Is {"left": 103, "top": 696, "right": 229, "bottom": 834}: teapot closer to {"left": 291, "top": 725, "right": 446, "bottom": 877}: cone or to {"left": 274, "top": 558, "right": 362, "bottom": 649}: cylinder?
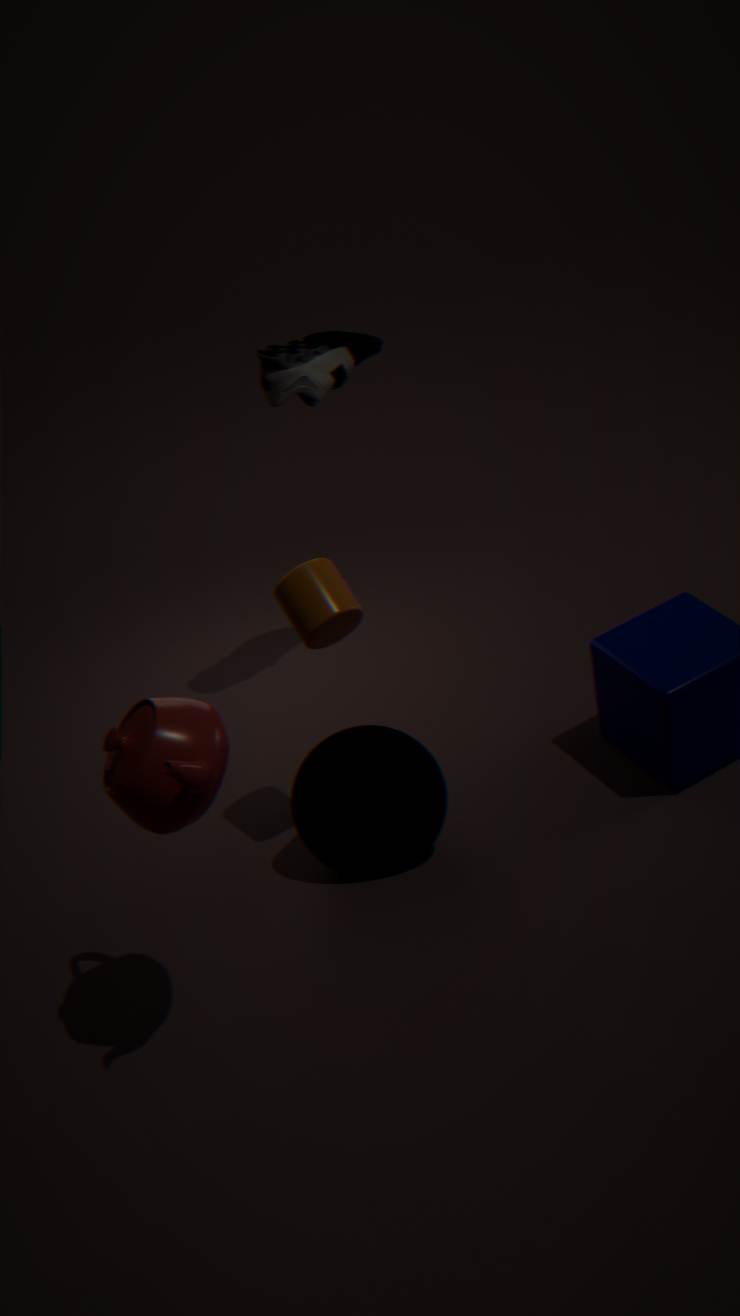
{"left": 274, "top": 558, "right": 362, "bottom": 649}: cylinder
